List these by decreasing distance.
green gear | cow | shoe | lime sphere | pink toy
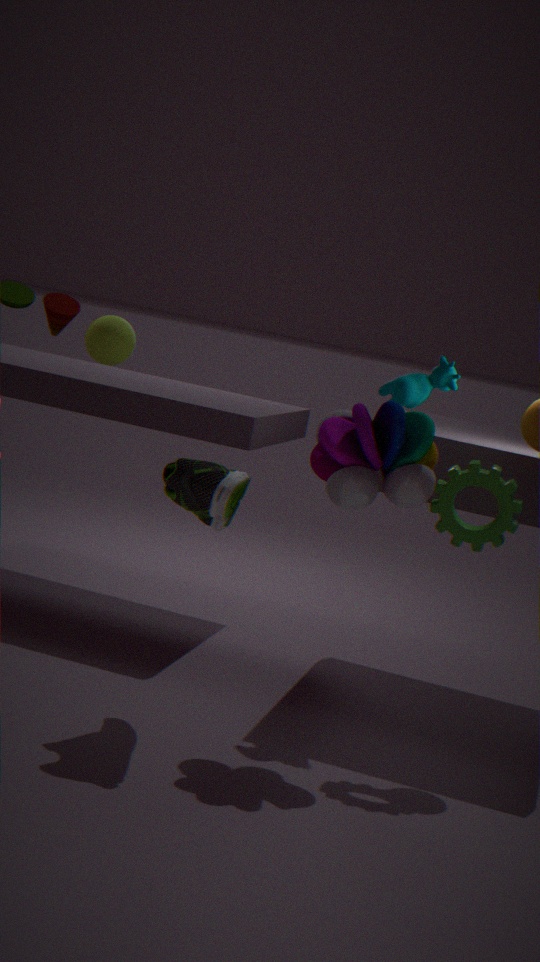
lime sphere < cow < green gear < pink toy < shoe
